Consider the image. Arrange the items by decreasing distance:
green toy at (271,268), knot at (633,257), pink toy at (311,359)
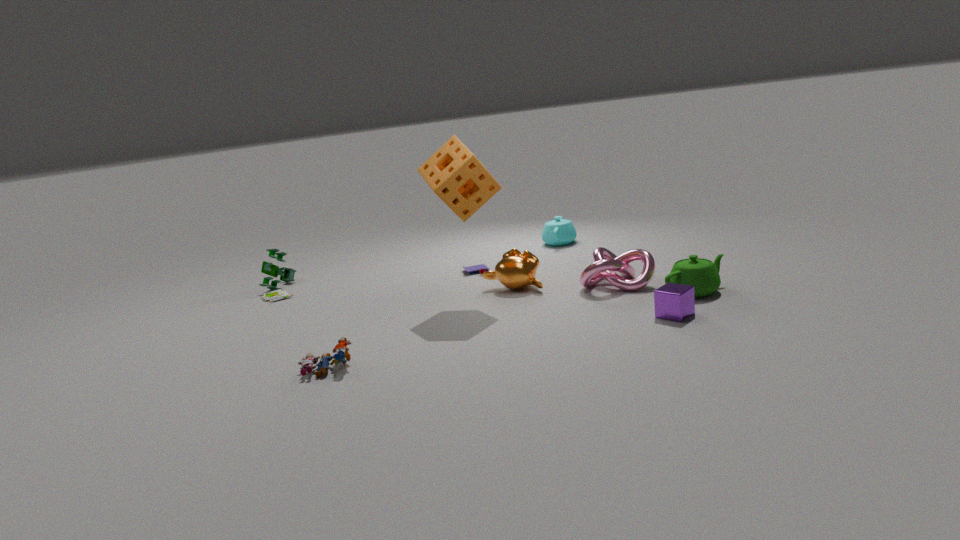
green toy at (271,268) → knot at (633,257) → pink toy at (311,359)
